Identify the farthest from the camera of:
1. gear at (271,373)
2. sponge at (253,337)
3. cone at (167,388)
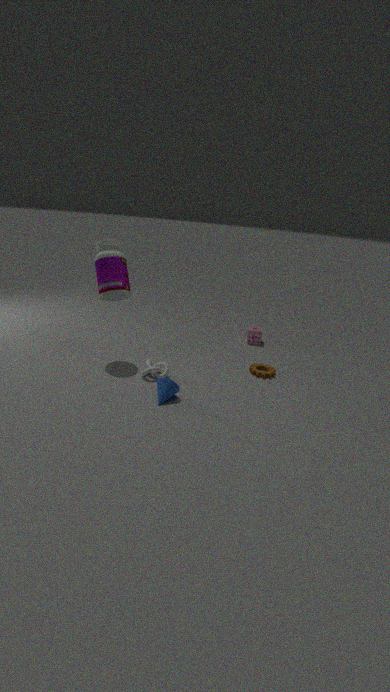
sponge at (253,337)
